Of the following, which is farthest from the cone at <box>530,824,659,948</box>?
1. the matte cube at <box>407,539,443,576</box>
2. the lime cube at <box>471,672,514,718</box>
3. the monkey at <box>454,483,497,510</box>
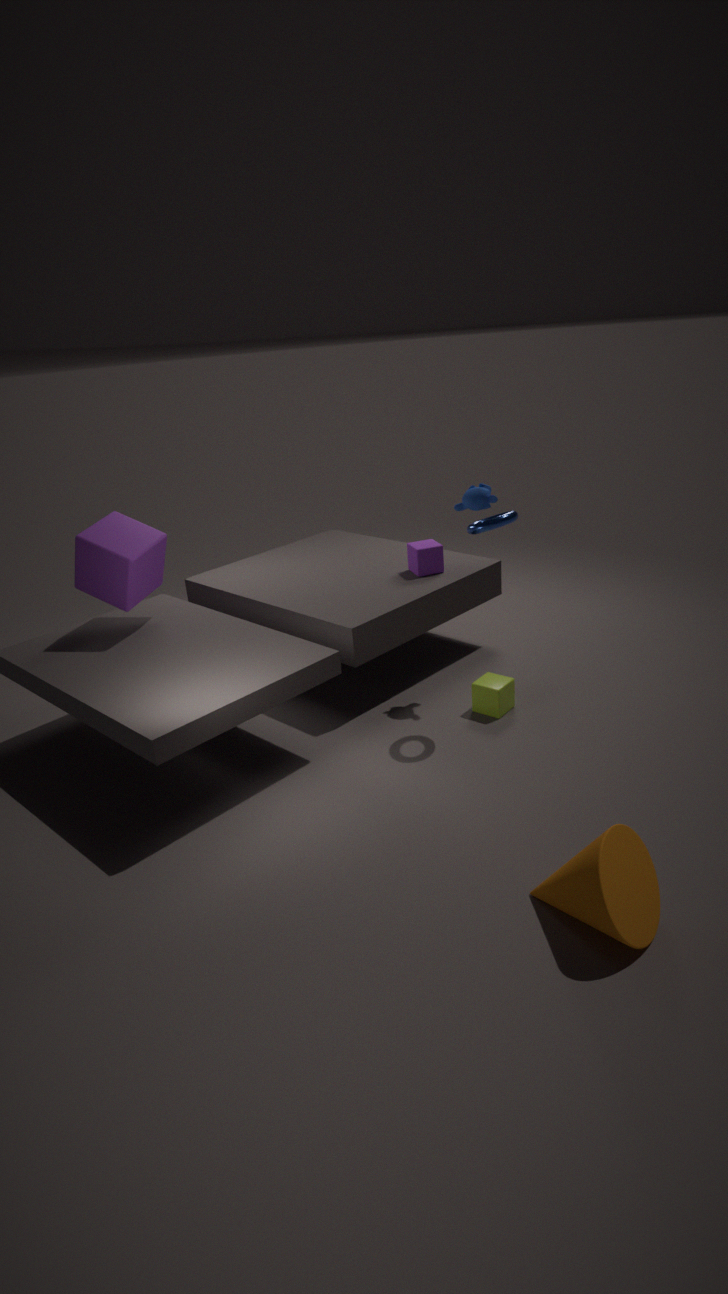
the matte cube at <box>407,539,443,576</box>
